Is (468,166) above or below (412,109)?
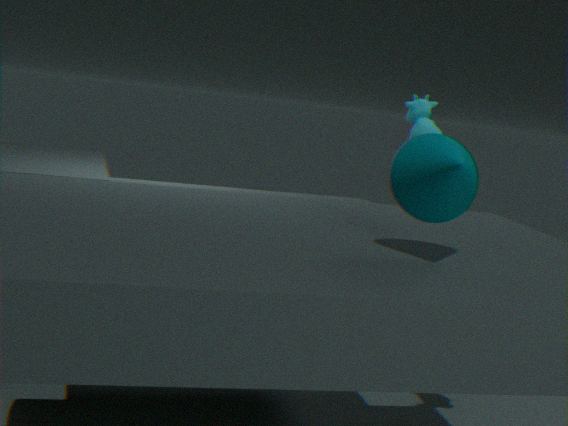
below
